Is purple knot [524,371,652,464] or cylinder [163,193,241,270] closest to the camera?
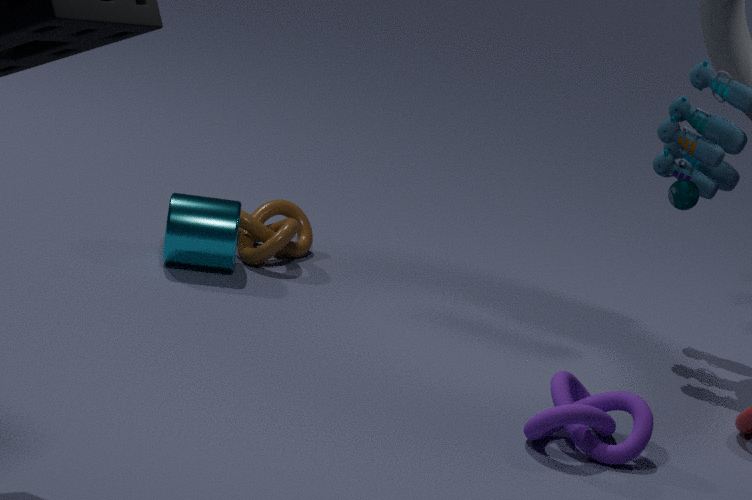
purple knot [524,371,652,464]
